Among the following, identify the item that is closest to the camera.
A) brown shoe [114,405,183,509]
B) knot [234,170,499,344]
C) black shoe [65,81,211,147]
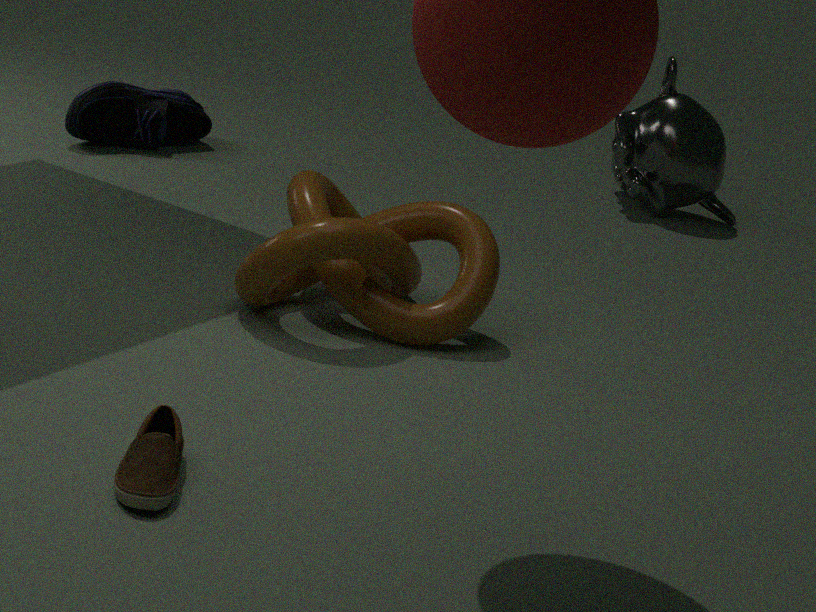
brown shoe [114,405,183,509]
